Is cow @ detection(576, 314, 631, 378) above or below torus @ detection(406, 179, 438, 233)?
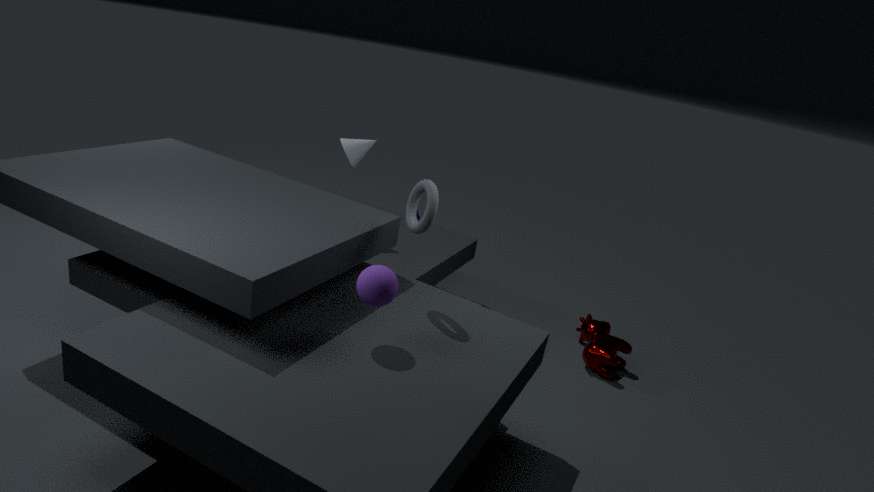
below
